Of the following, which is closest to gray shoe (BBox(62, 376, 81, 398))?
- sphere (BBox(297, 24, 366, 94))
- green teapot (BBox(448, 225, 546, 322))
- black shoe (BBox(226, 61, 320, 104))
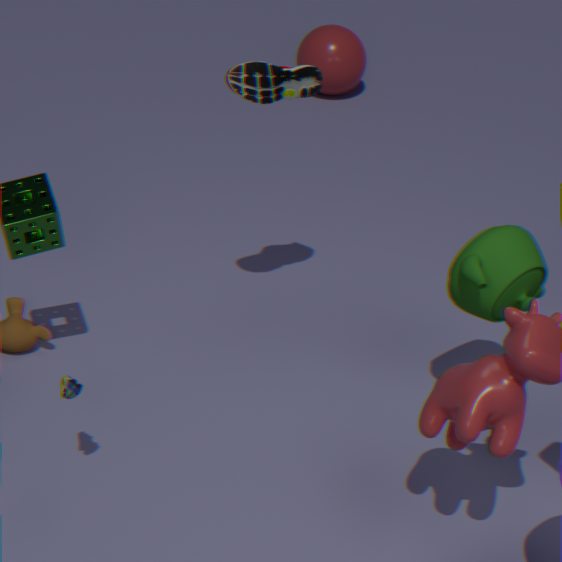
black shoe (BBox(226, 61, 320, 104))
